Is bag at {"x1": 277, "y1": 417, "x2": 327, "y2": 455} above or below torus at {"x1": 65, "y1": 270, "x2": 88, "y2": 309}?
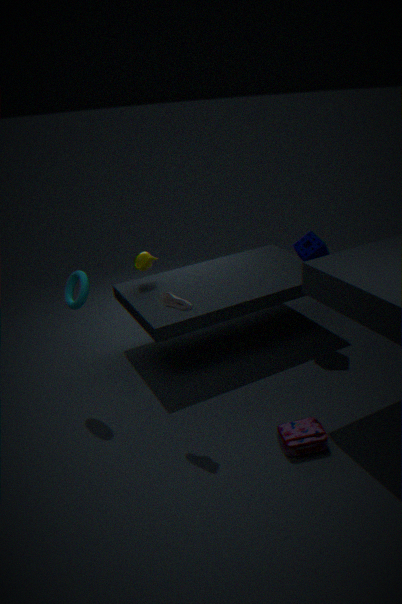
below
